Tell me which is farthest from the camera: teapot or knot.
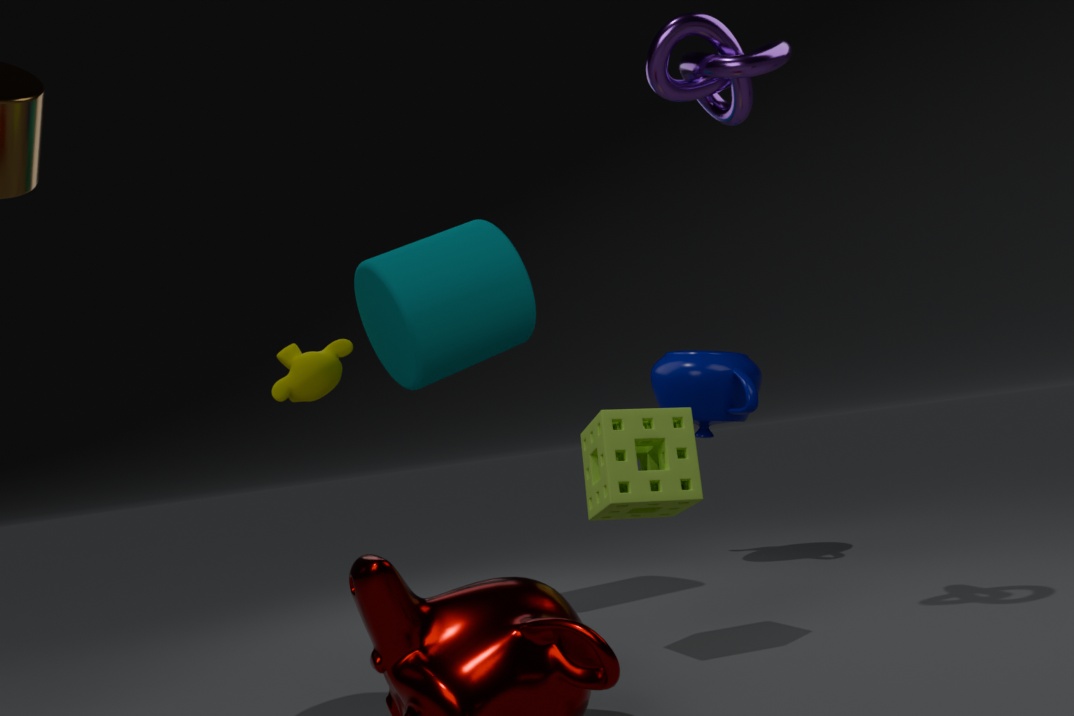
teapot
